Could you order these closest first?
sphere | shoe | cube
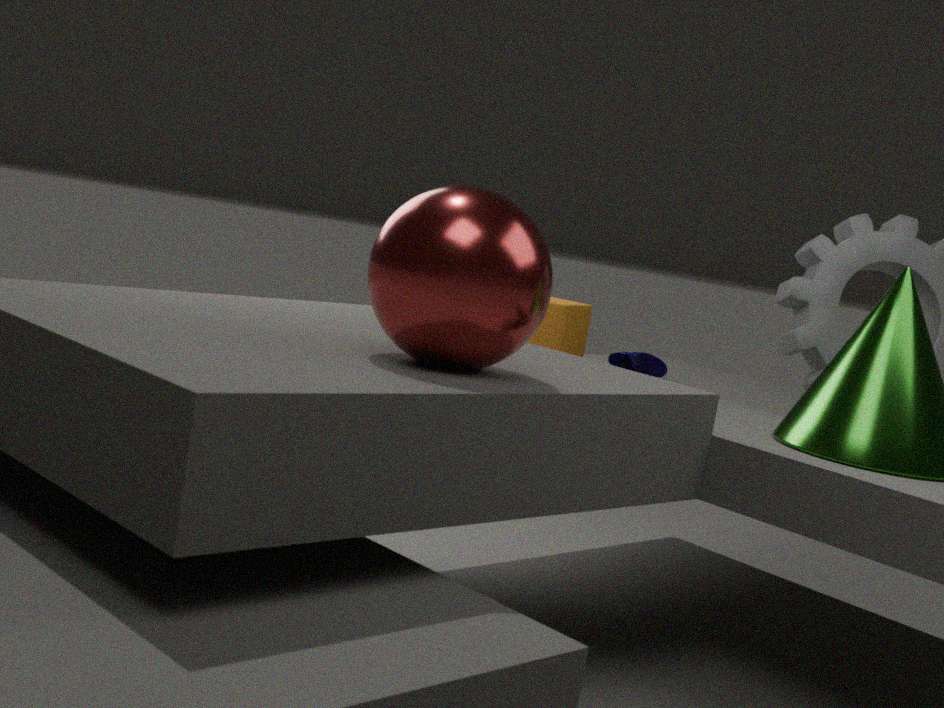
sphere, cube, shoe
